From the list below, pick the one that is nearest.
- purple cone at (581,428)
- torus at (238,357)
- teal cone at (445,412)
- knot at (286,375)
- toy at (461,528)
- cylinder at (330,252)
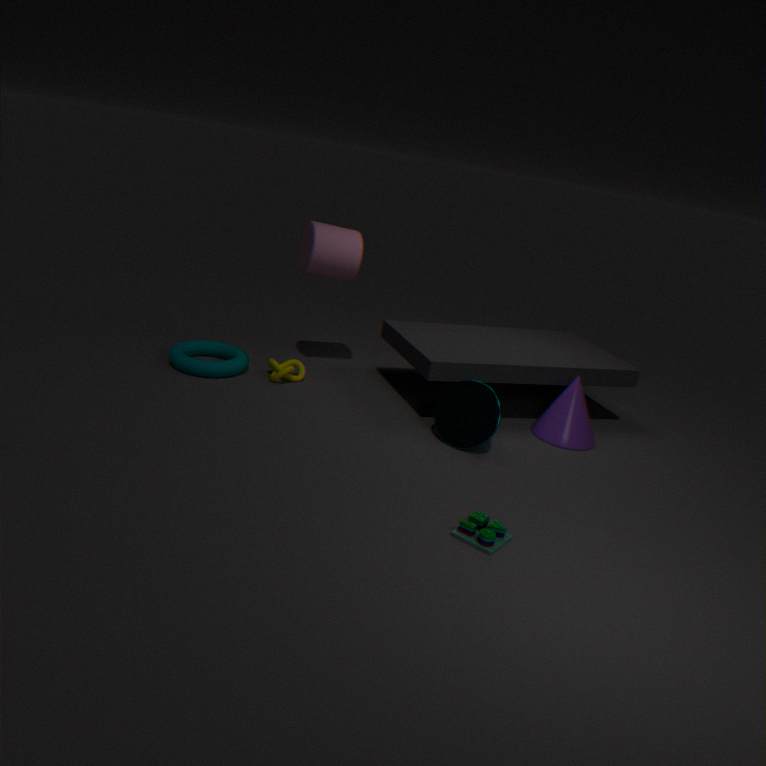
toy at (461,528)
